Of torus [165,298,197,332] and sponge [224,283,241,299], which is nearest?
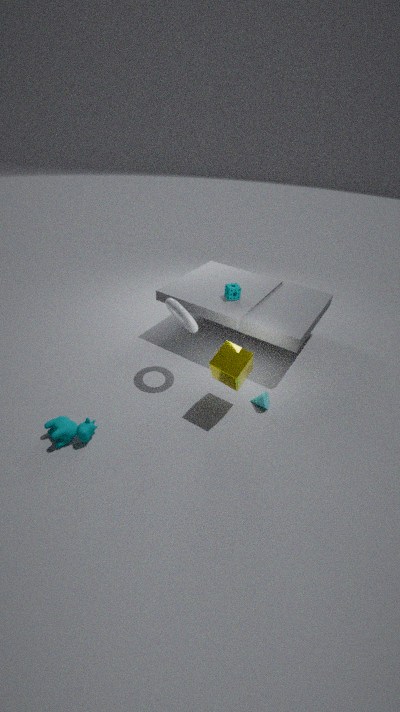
torus [165,298,197,332]
